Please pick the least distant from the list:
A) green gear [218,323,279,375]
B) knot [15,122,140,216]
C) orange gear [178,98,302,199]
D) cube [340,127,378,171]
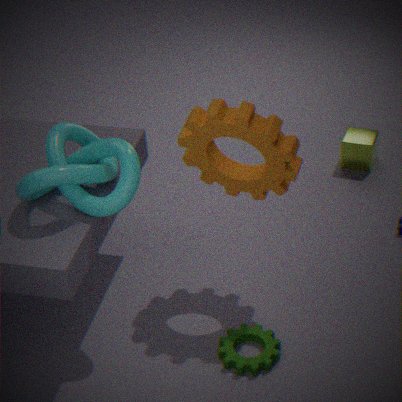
knot [15,122,140,216]
